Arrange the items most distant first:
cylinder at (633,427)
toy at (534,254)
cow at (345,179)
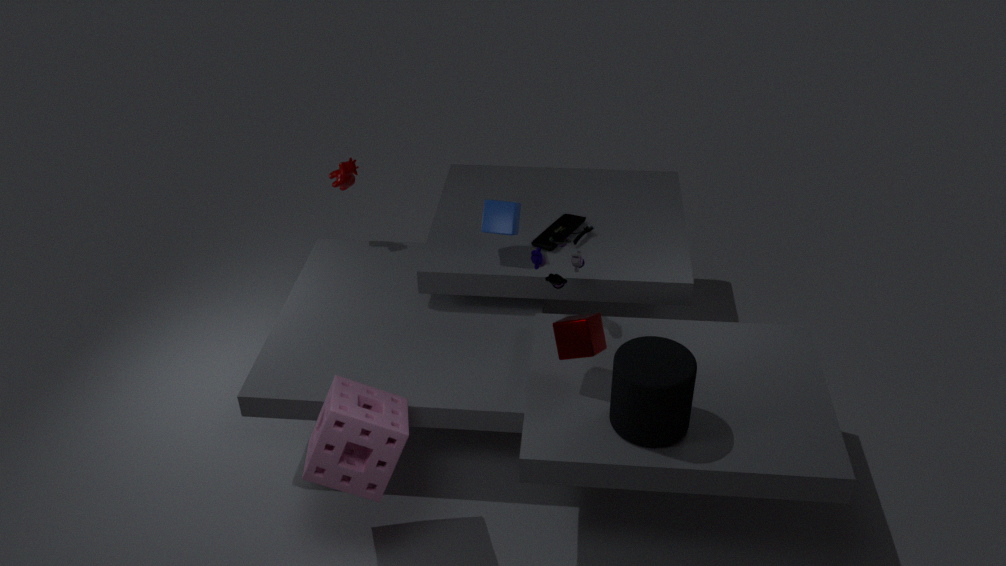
cow at (345,179) → toy at (534,254) → cylinder at (633,427)
